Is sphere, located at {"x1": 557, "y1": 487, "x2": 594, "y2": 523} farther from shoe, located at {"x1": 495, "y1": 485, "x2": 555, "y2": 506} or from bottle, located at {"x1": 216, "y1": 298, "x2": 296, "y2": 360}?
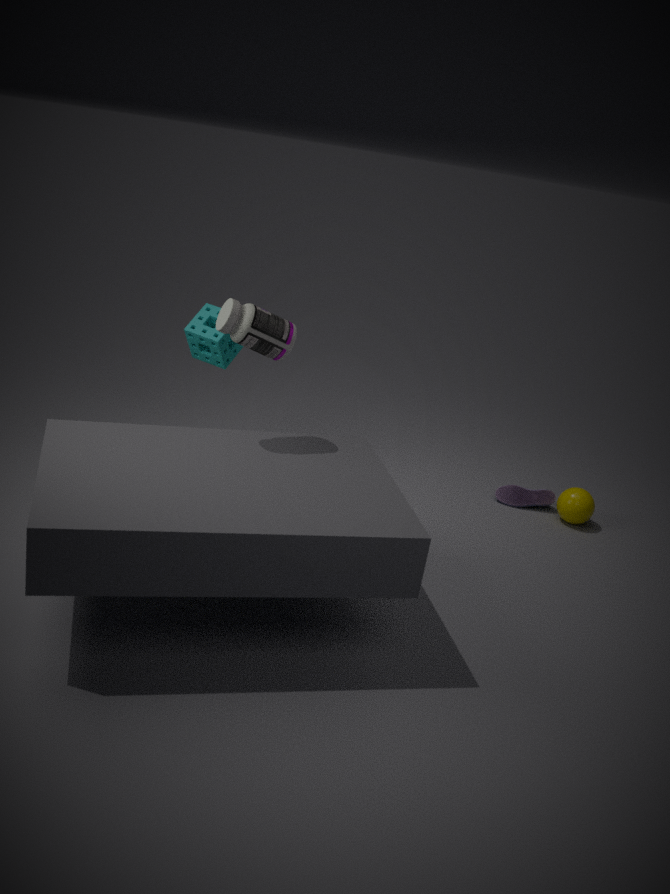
bottle, located at {"x1": 216, "y1": 298, "x2": 296, "y2": 360}
